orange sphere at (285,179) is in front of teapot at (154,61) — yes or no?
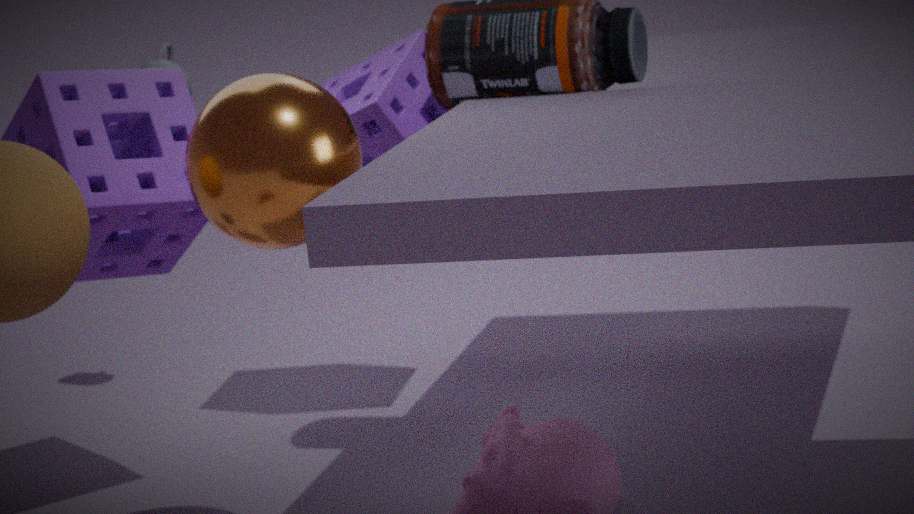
Yes
